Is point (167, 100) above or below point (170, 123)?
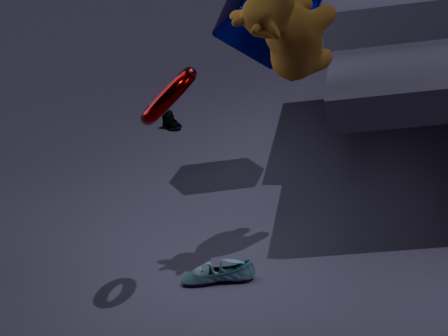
above
